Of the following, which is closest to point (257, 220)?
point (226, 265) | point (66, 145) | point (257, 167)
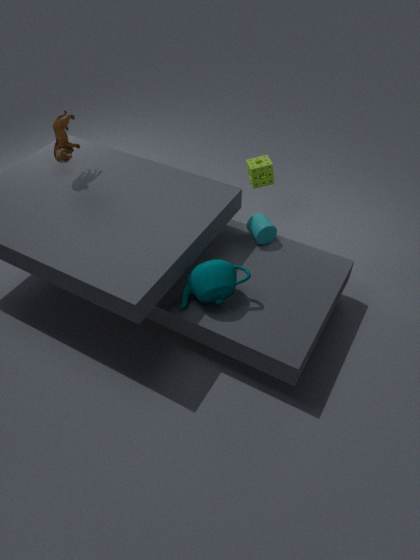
point (257, 167)
